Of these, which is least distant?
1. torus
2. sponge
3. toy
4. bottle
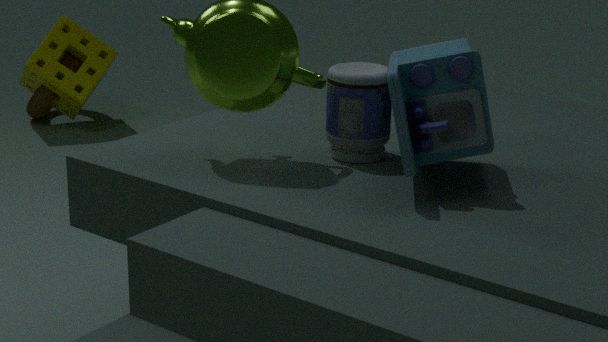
toy
